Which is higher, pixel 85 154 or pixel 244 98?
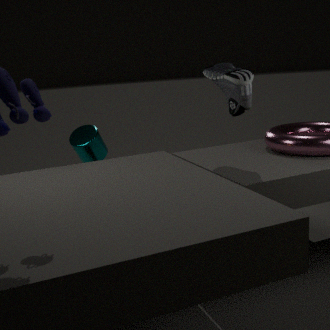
pixel 244 98
